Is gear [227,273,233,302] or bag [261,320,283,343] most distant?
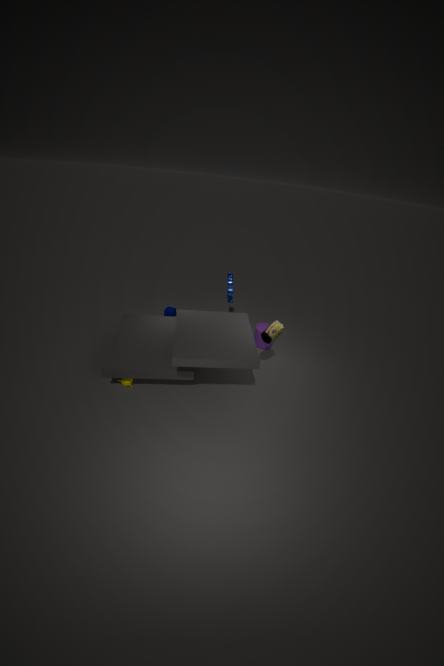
gear [227,273,233,302]
